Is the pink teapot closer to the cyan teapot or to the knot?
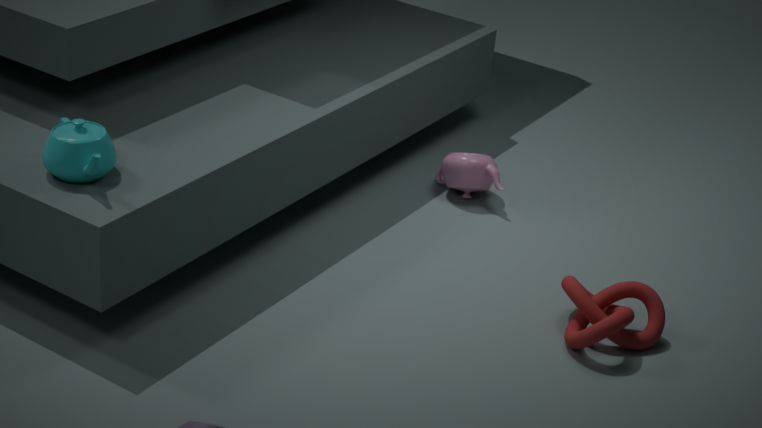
the knot
